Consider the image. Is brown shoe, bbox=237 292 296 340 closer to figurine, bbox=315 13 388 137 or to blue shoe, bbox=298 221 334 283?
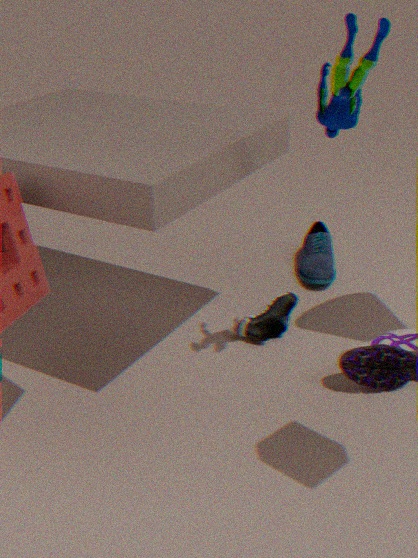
blue shoe, bbox=298 221 334 283
